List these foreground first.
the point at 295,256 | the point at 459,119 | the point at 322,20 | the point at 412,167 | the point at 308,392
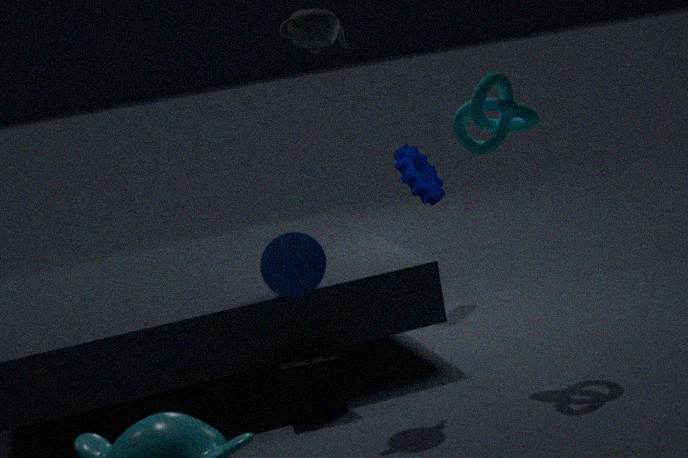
the point at 322,20, the point at 308,392, the point at 295,256, the point at 459,119, the point at 412,167
